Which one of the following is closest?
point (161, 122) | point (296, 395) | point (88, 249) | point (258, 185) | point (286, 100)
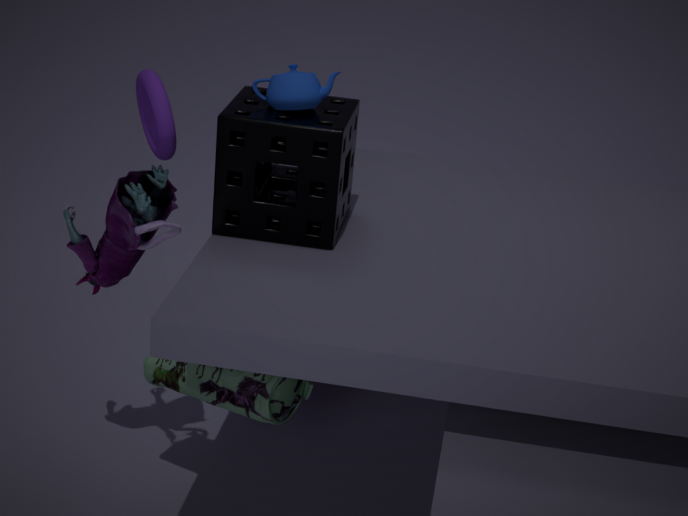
point (161, 122)
